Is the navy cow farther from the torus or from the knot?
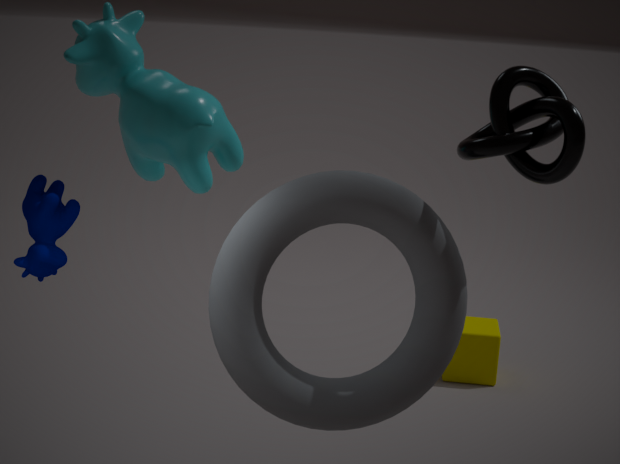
the knot
